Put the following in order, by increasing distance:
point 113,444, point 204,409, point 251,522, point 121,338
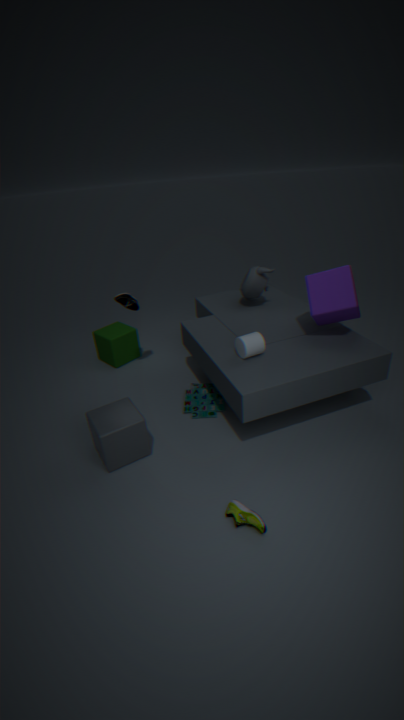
1. point 251,522
2. point 113,444
3. point 204,409
4. point 121,338
